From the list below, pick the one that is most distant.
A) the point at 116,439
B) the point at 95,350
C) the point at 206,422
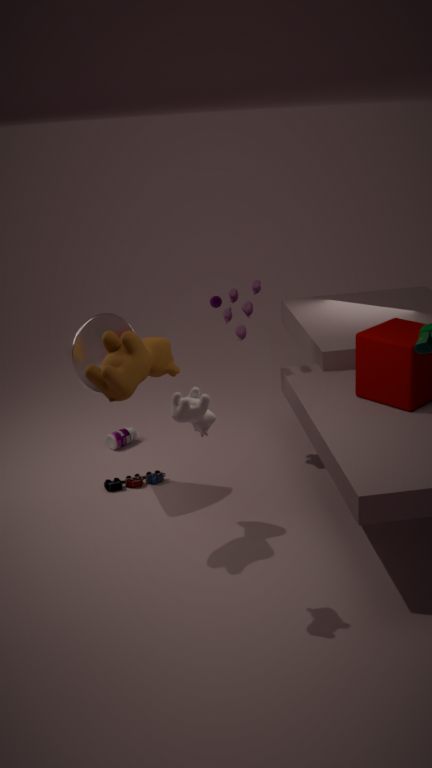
the point at 116,439
